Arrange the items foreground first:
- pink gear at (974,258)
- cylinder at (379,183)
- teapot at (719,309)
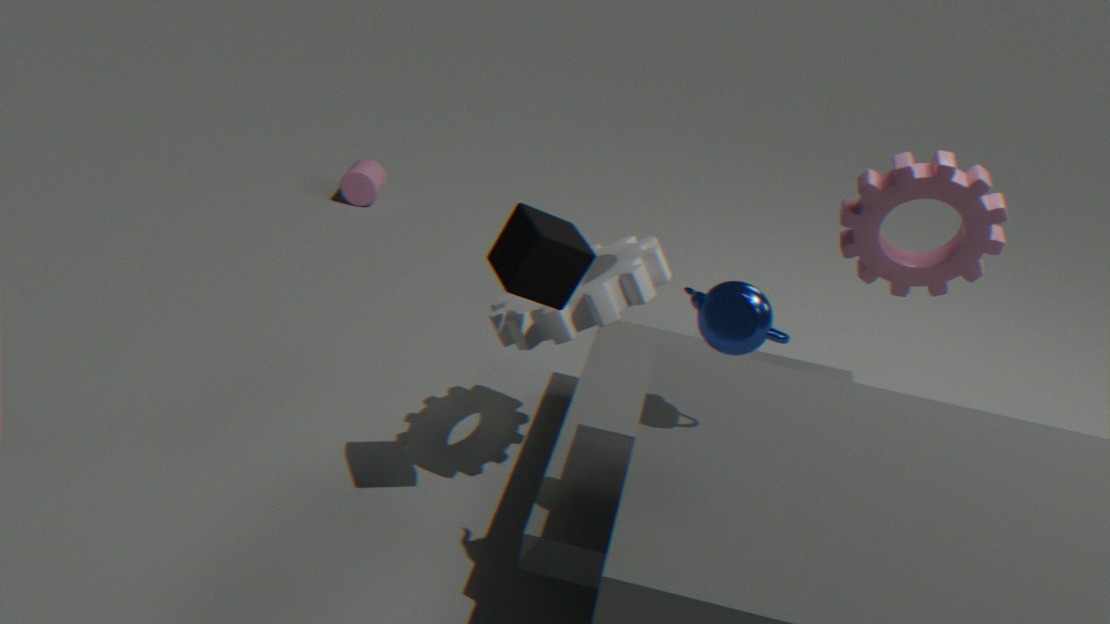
teapot at (719,309), pink gear at (974,258), cylinder at (379,183)
